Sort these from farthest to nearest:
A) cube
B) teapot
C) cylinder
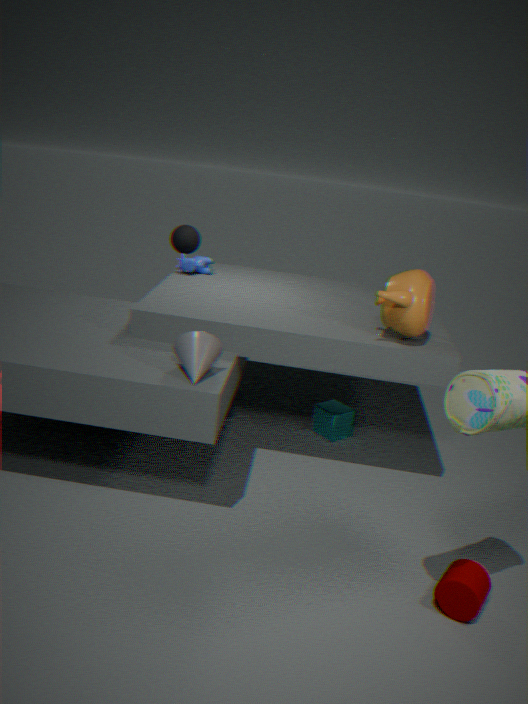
cube → teapot → cylinder
